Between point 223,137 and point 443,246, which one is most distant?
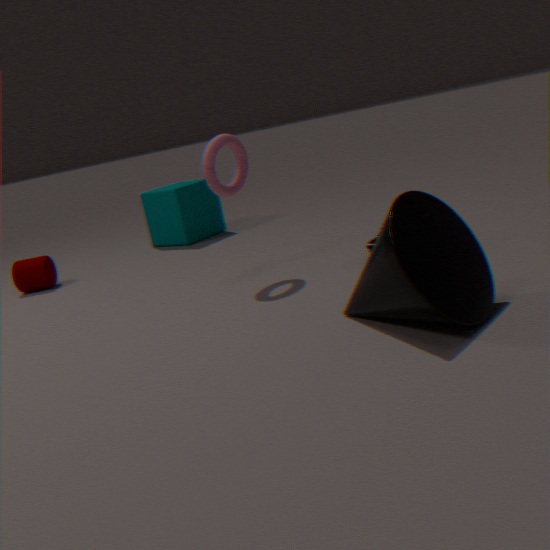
point 223,137
